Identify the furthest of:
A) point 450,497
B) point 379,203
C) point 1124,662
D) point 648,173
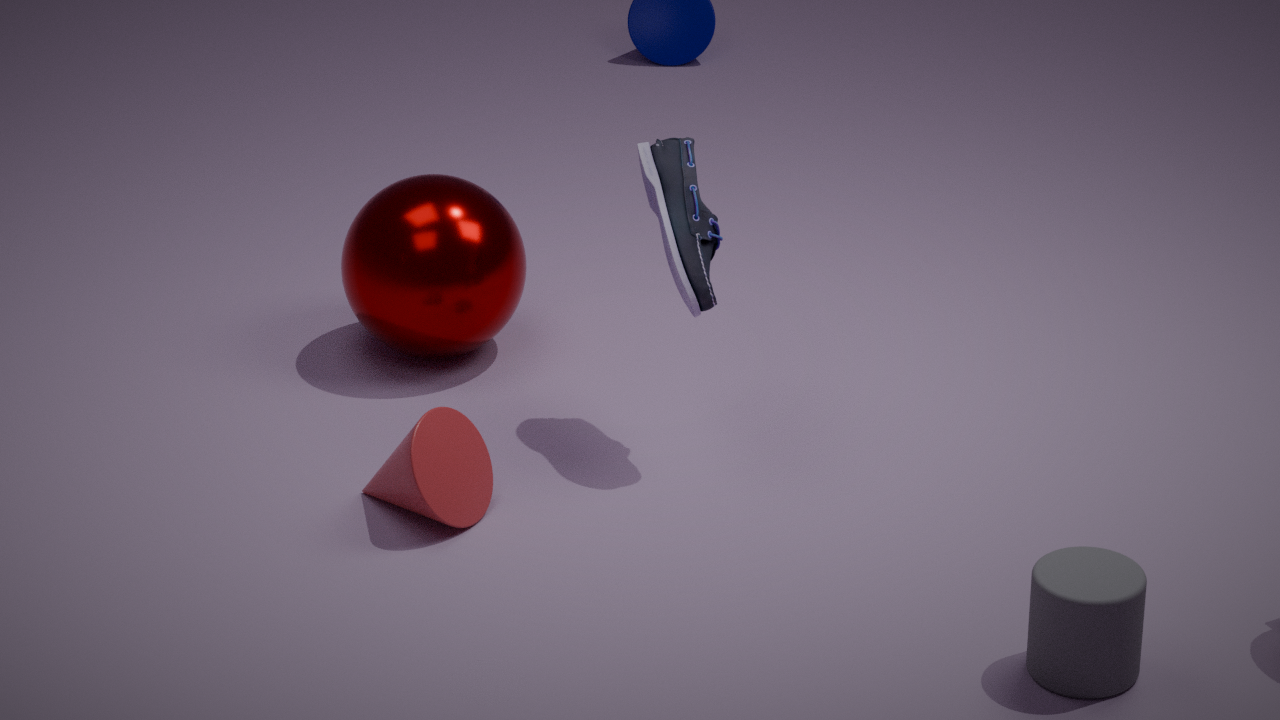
point 379,203
